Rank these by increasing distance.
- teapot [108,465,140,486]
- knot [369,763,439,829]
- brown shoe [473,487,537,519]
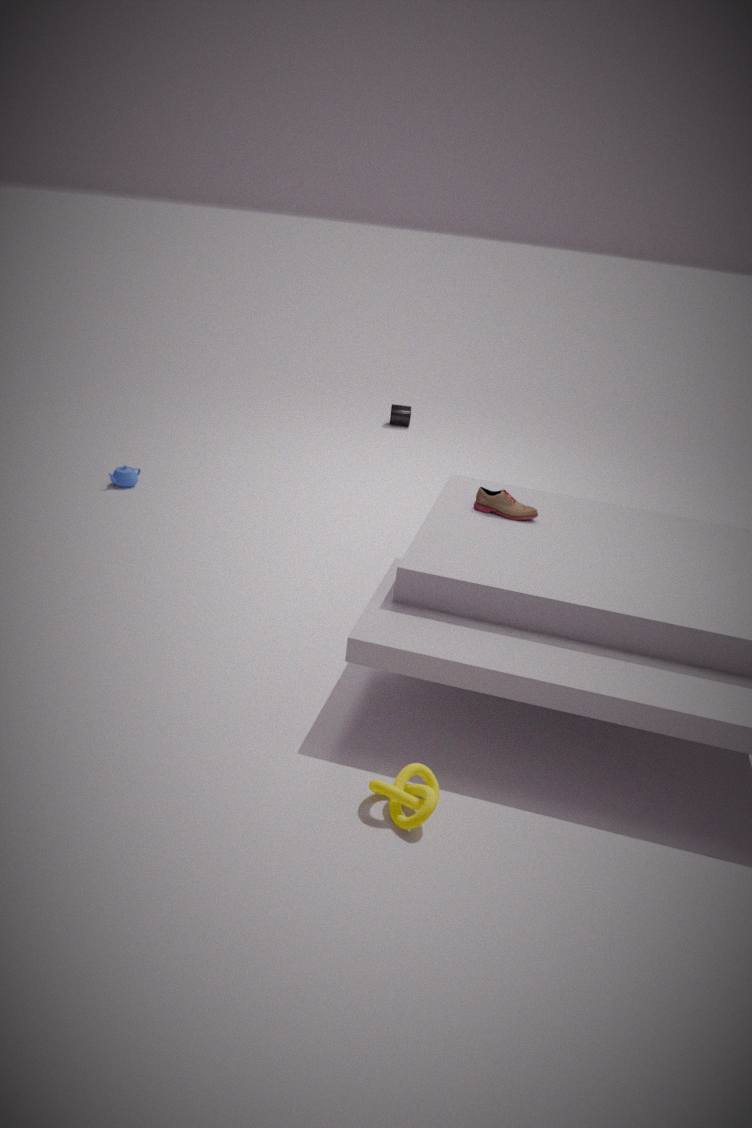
knot [369,763,439,829] < brown shoe [473,487,537,519] < teapot [108,465,140,486]
